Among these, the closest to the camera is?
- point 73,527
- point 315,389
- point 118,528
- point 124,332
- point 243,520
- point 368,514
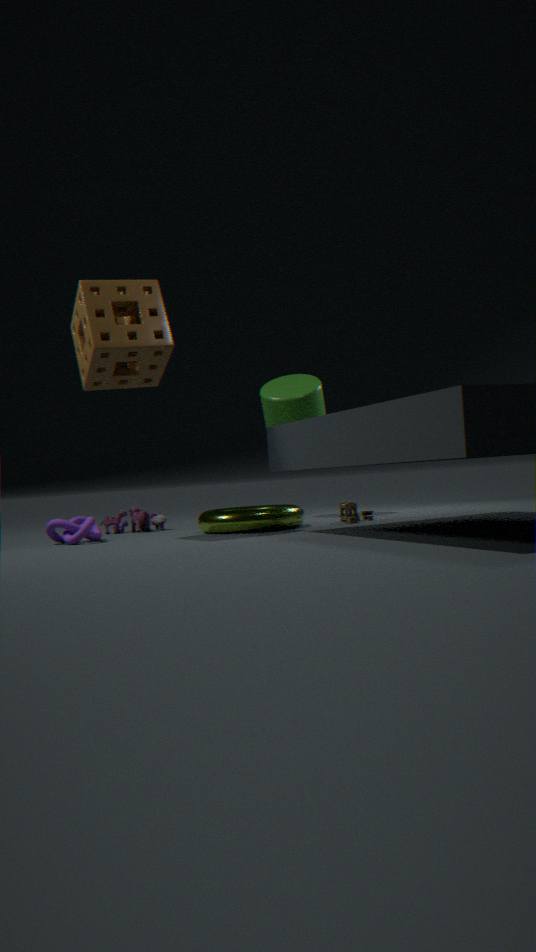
point 124,332
